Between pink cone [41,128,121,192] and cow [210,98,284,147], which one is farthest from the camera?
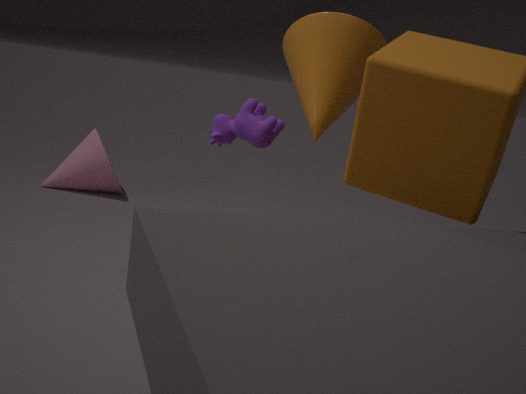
pink cone [41,128,121,192]
